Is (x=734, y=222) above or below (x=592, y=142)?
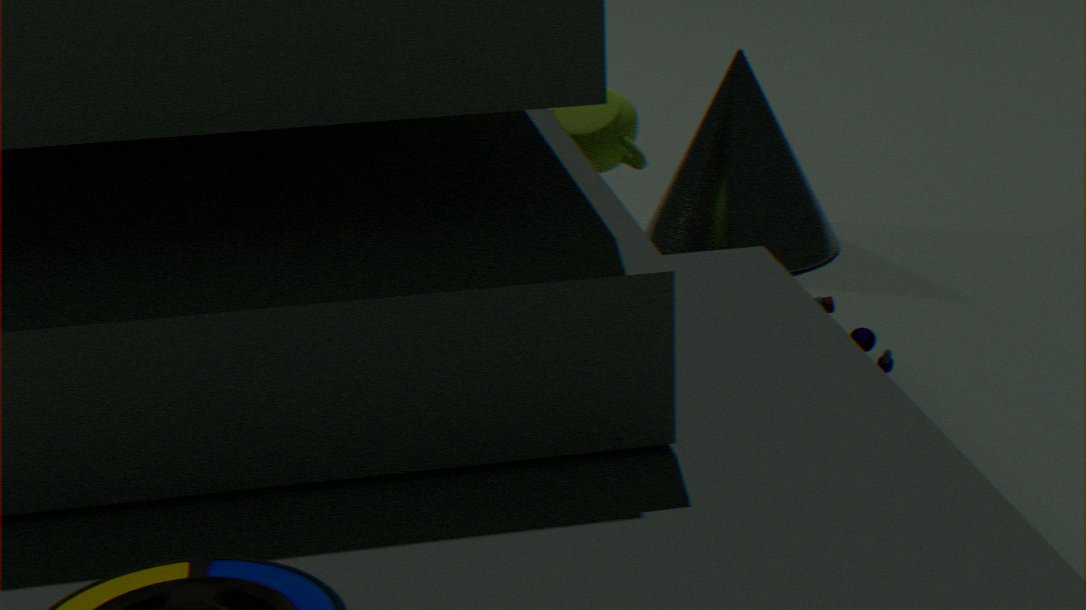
below
